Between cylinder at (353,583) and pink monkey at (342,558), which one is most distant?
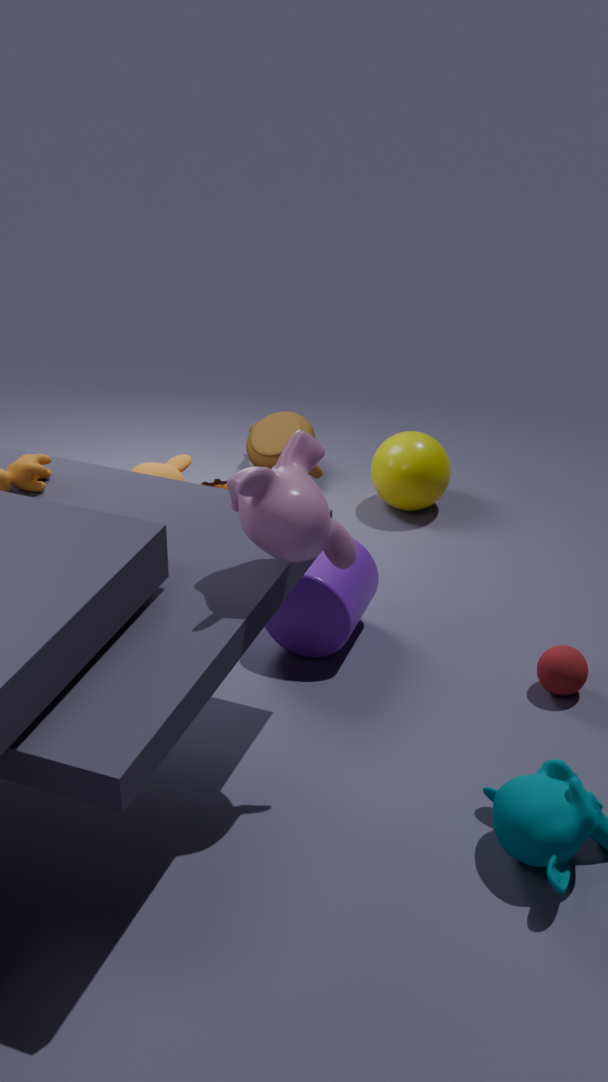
cylinder at (353,583)
